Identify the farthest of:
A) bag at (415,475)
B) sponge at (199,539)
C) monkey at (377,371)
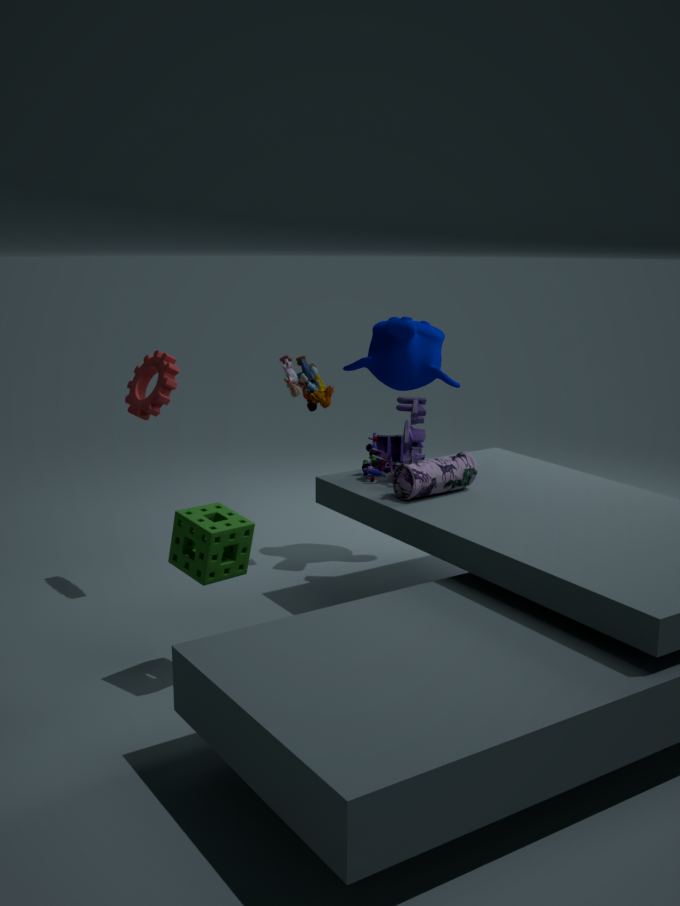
monkey at (377,371)
